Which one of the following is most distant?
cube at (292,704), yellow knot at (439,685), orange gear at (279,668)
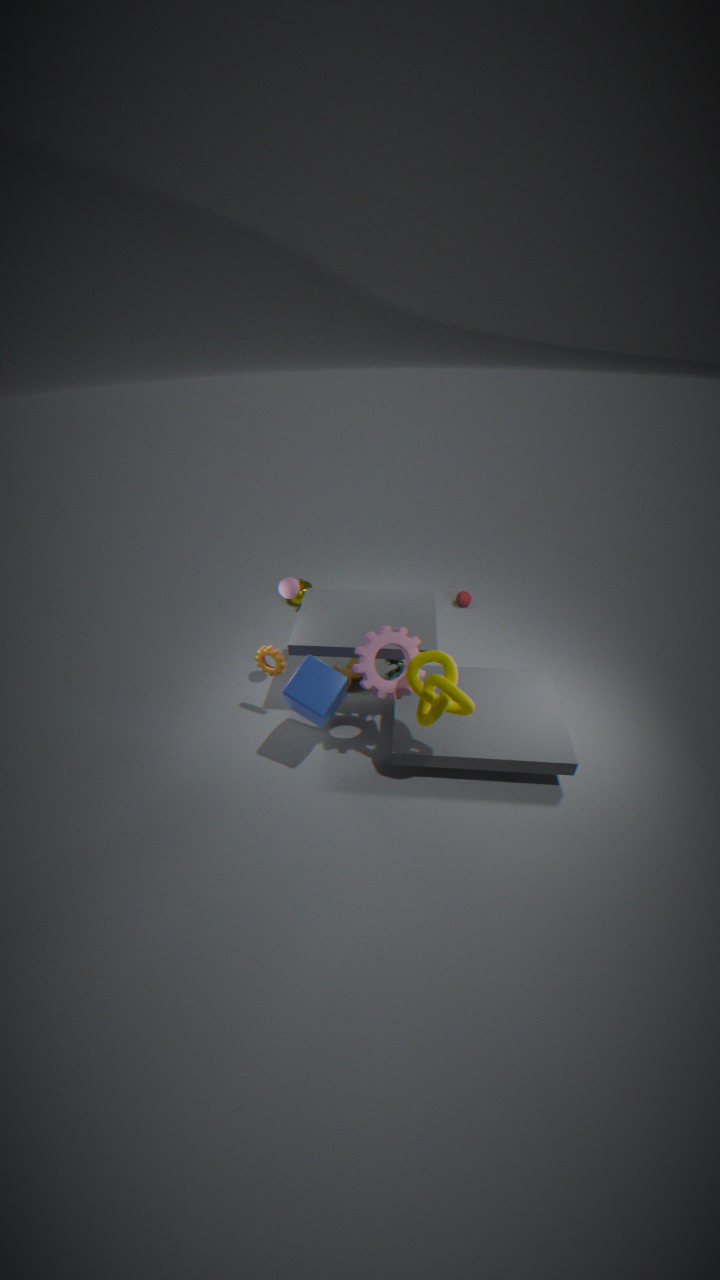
orange gear at (279,668)
